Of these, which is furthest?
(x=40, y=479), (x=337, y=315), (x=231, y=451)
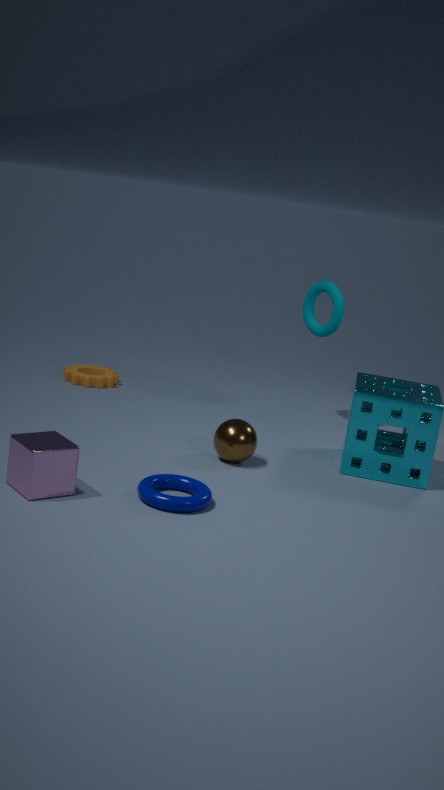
(x=337, y=315)
